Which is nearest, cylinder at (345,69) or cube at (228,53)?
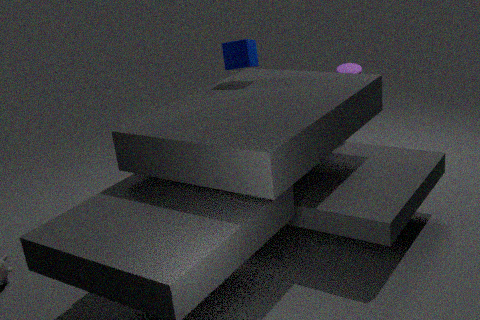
cube at (228,53)
